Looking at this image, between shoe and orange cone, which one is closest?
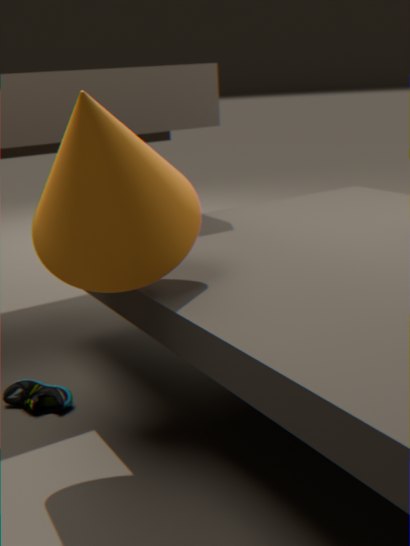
orange cone
